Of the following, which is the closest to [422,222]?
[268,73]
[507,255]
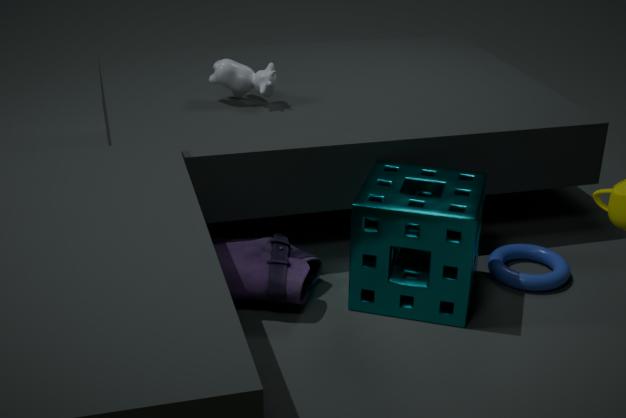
[507,255]
